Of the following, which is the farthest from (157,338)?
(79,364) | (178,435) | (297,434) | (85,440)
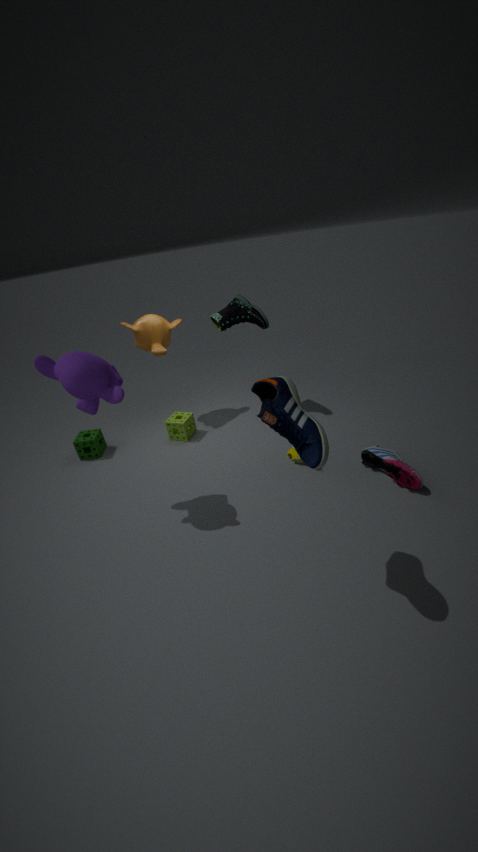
(297,434)
